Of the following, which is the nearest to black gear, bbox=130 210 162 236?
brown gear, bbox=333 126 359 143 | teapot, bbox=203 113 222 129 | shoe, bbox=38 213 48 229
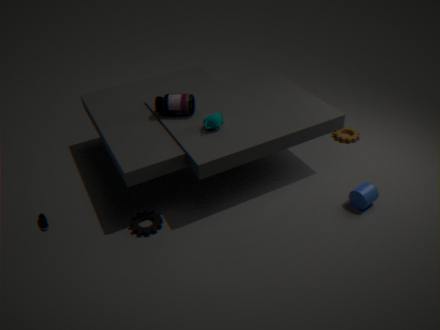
shoe, bbox=38 213 48 229
